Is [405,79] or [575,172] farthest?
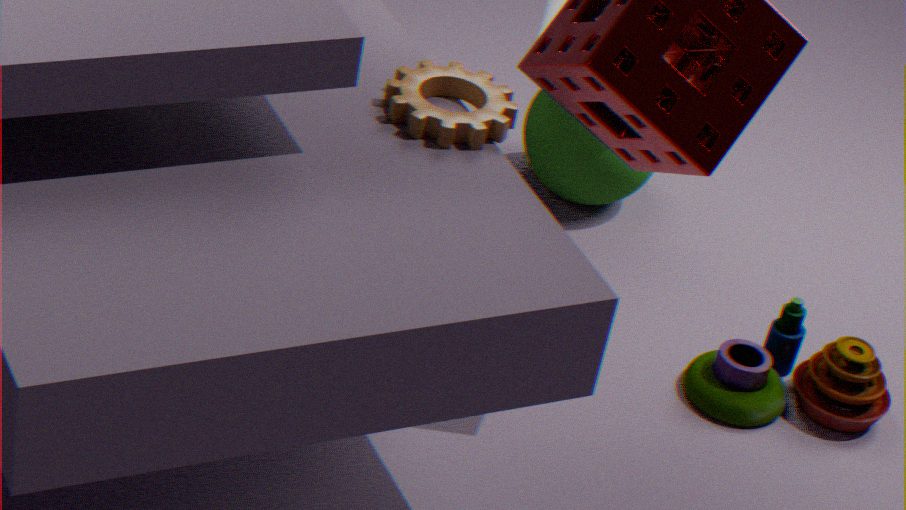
[575,172]
